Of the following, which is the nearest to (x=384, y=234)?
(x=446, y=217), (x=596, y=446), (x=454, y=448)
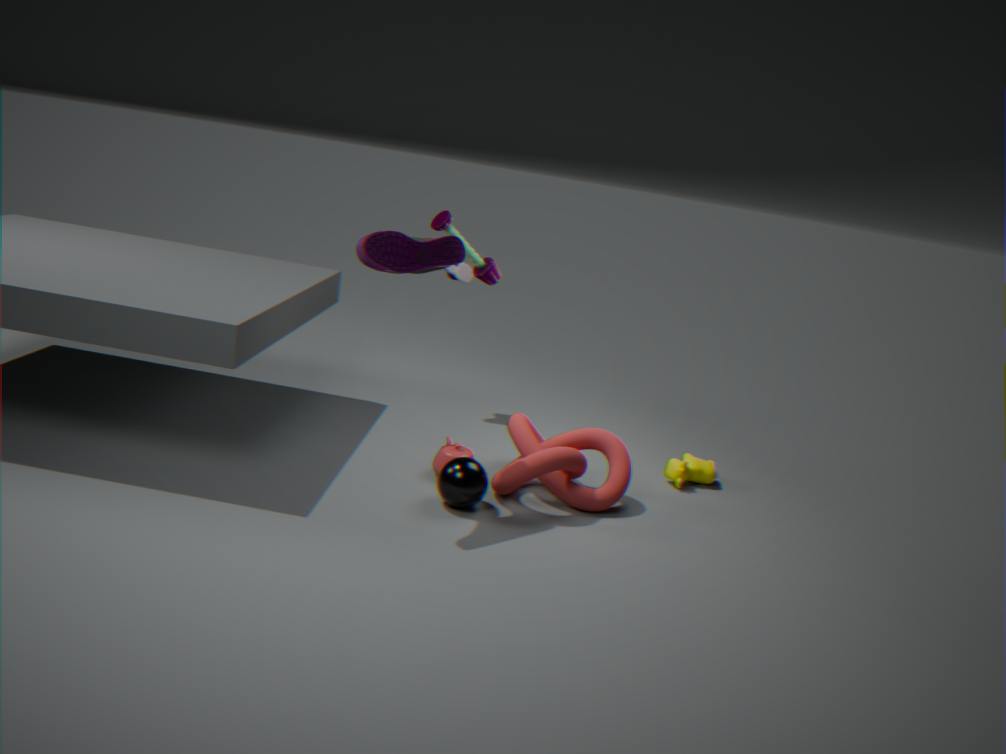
(x=446, y=217)
